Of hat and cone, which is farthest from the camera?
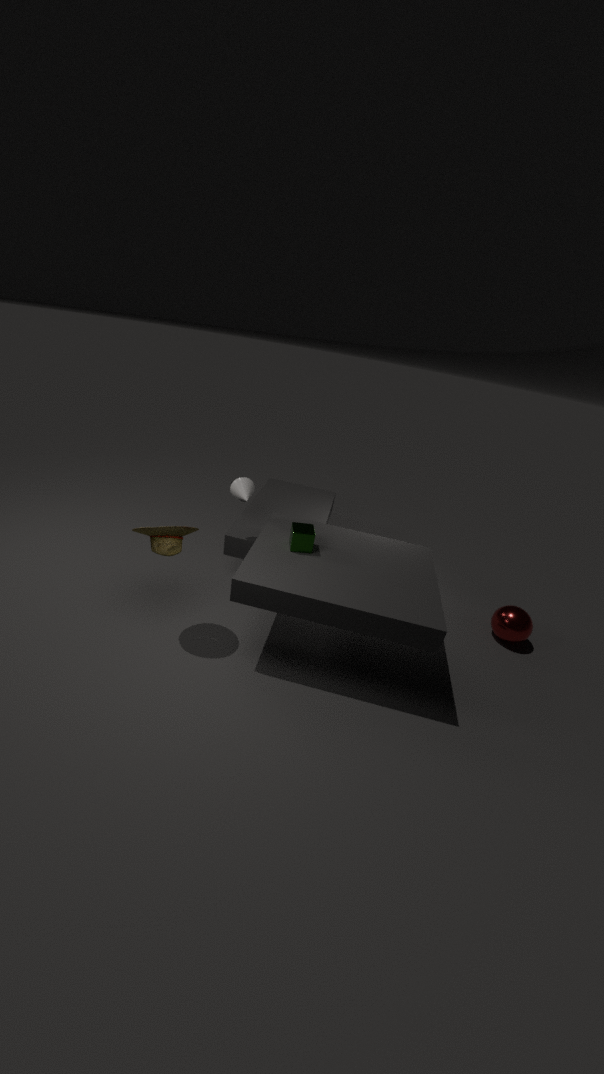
cone
